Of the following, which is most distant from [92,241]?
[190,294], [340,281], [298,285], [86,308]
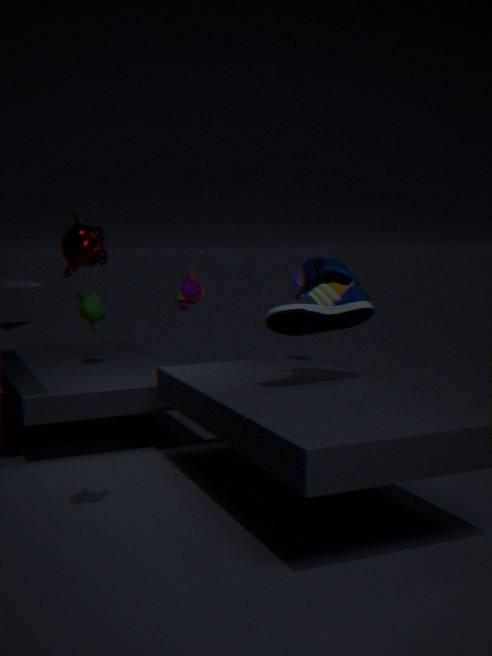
[190,294]
